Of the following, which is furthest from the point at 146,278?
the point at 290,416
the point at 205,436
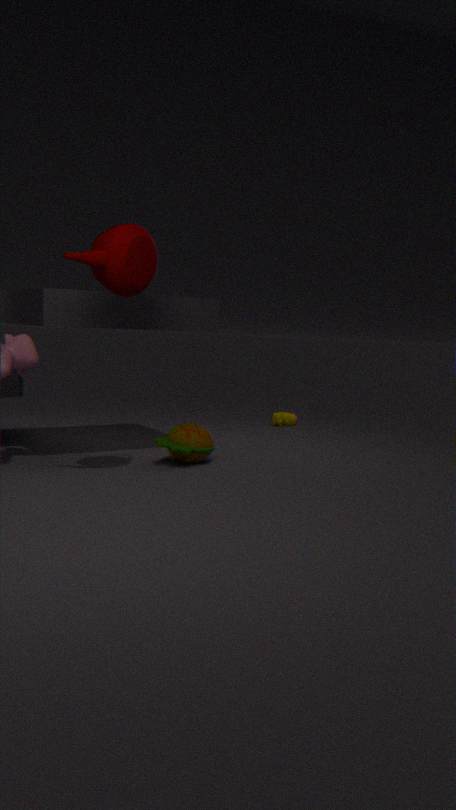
the point at 290,416
